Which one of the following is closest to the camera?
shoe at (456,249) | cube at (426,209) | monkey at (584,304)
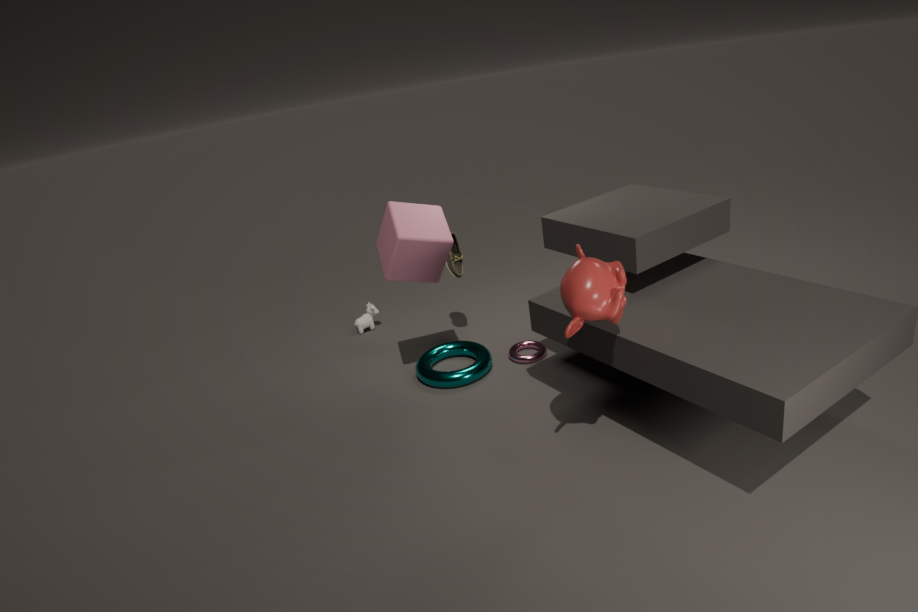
monkey at (584,304)
